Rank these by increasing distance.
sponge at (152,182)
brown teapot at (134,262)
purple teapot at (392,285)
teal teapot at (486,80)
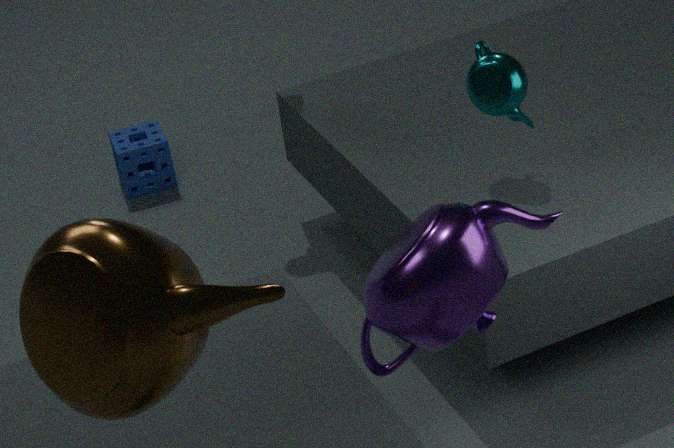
brown teapot at (134,262) → purple teapot at (392,285) → teal teapot at (486,80) → sponge at (152,182)
